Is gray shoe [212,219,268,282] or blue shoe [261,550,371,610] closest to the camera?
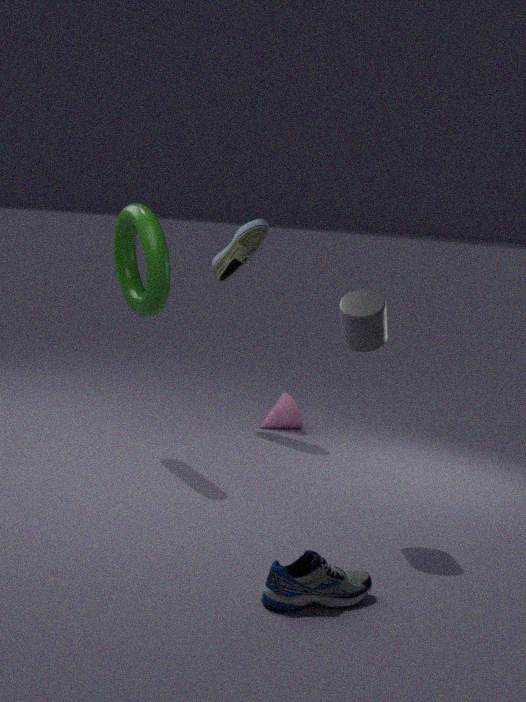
blue shoe [261,550,371,610]
